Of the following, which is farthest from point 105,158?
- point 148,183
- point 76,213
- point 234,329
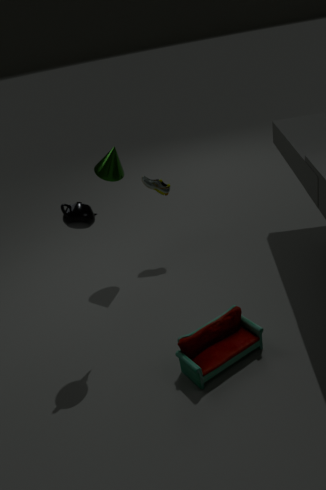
point 234,329
